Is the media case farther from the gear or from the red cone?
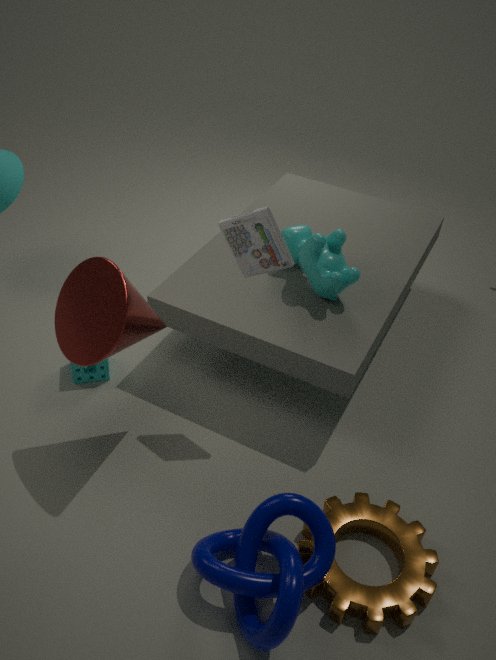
the gear
